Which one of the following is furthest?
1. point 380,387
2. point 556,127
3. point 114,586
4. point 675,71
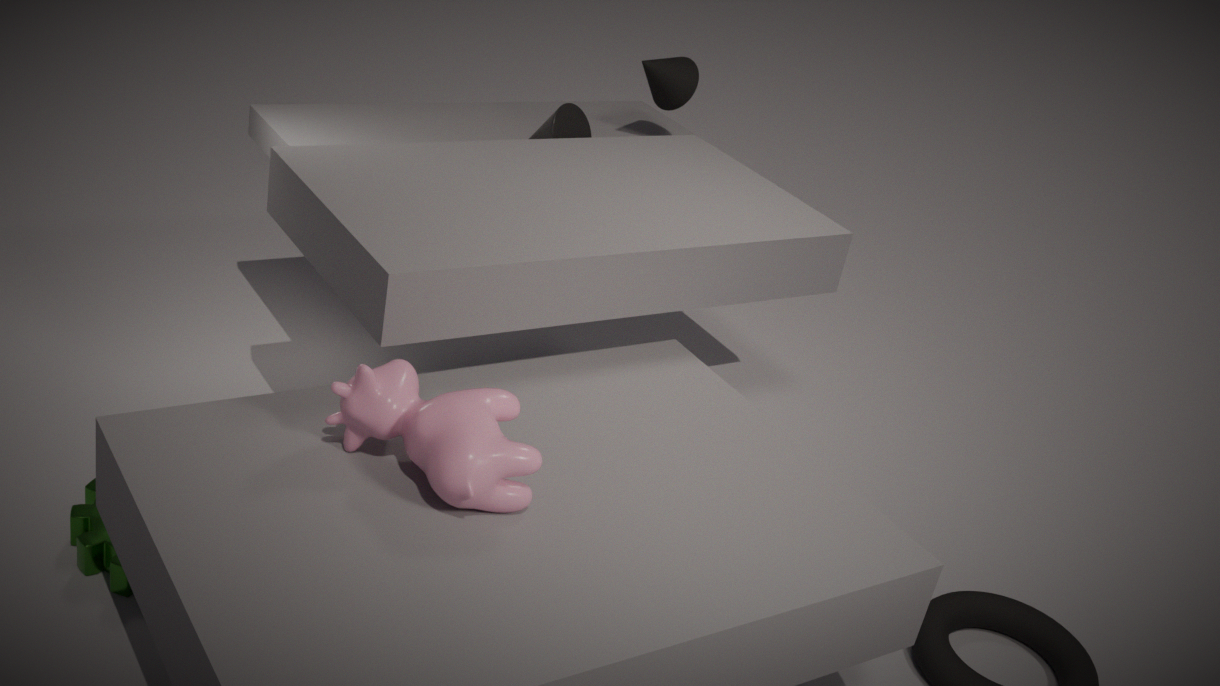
point 675,71
